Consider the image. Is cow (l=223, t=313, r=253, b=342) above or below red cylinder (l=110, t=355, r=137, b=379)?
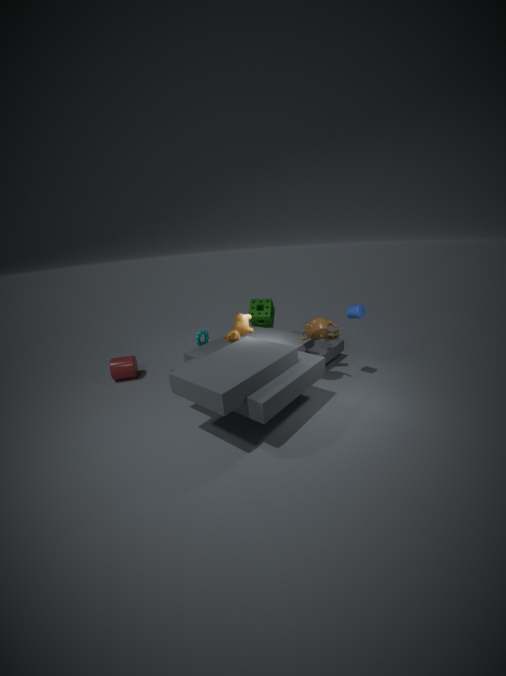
above
